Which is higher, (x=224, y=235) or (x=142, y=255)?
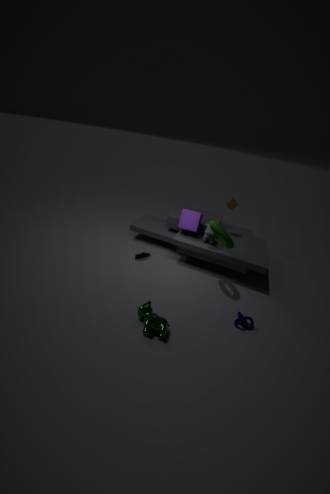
(x=224, y=235)
